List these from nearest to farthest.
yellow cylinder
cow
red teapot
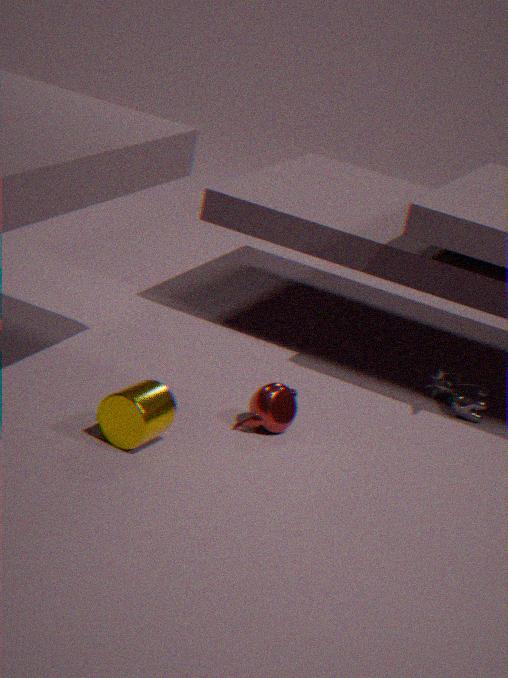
yellow cylinder → red teapot → cow
